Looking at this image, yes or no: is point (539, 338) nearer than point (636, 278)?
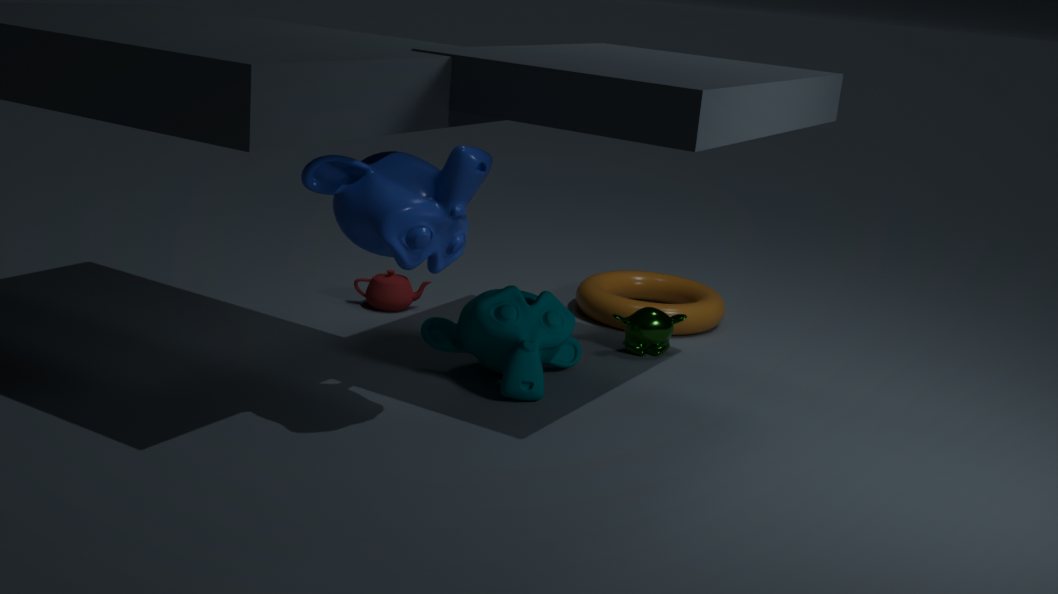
Yes
